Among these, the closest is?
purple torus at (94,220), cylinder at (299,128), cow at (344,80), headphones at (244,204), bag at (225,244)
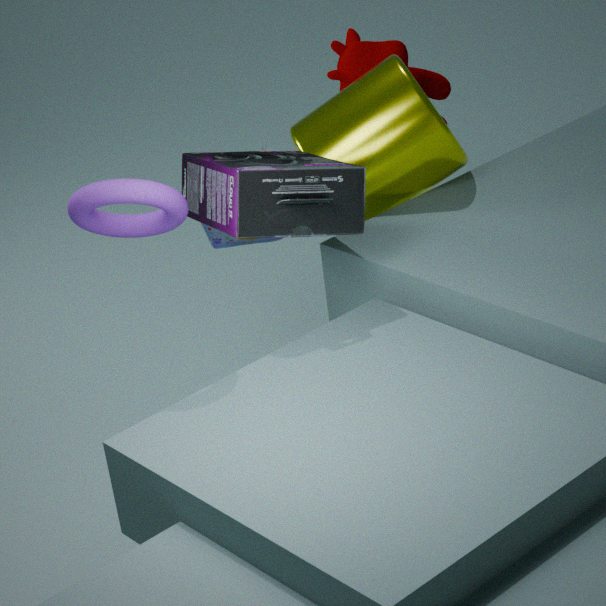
purple torus at (94,220)
